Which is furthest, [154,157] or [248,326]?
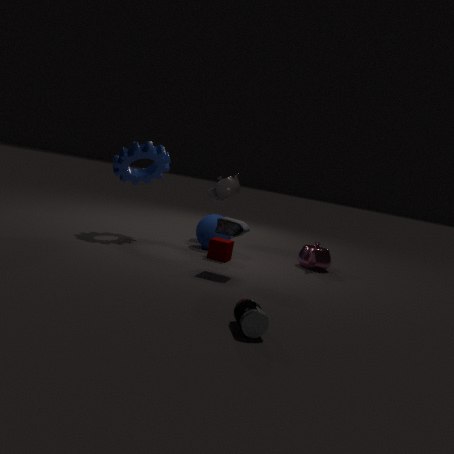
[154,157]
